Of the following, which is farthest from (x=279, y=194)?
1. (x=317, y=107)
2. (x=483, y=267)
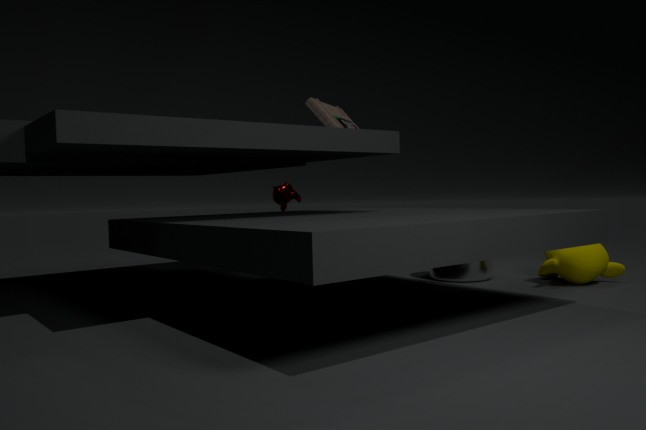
(x=483, y=267)
